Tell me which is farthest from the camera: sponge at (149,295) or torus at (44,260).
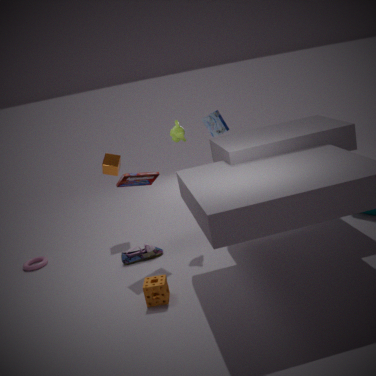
torus at (44,260)
